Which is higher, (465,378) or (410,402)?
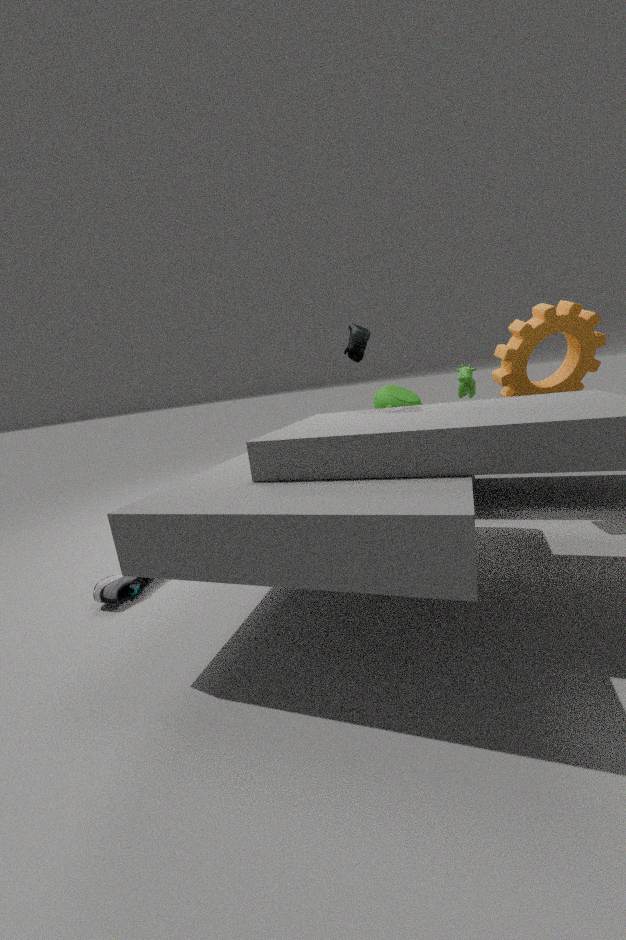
(465,378)
